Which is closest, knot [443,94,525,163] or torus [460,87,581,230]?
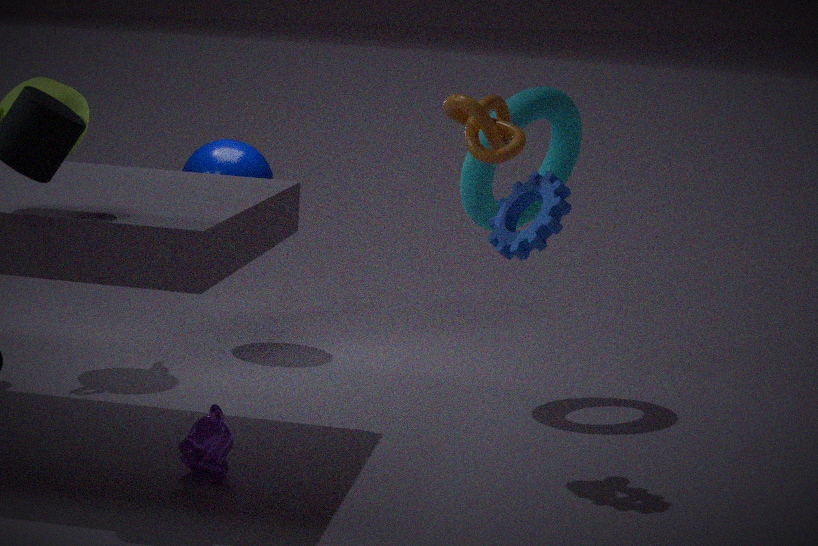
knot [443,94,525,163]
